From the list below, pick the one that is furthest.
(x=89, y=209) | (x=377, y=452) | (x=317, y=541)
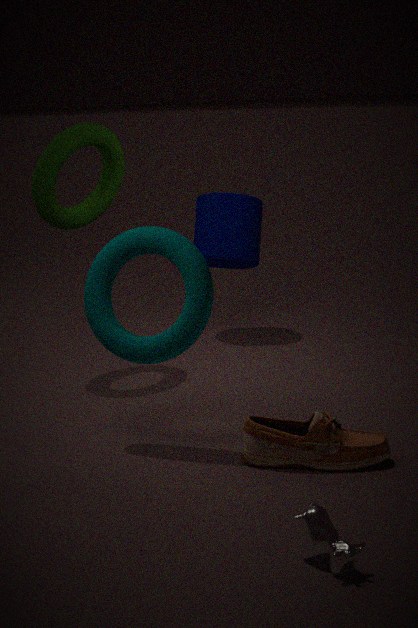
(x=89, y=209)
